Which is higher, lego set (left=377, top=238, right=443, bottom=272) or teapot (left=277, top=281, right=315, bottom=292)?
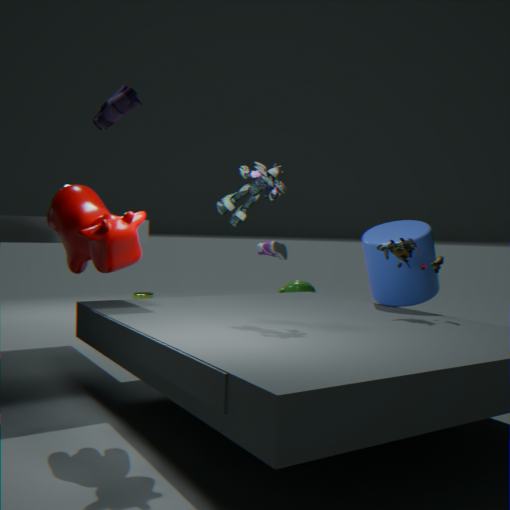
lego set (left=377, top=238, right=443, bottom=272)
